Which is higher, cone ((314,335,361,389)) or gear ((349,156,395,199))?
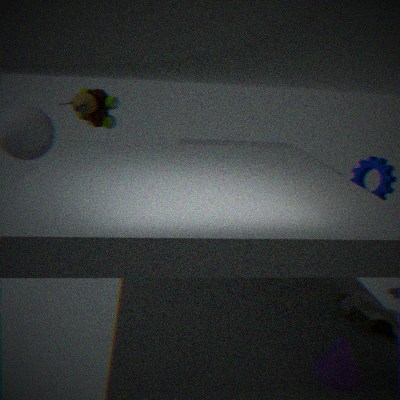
gear ((349,156,395,199))
